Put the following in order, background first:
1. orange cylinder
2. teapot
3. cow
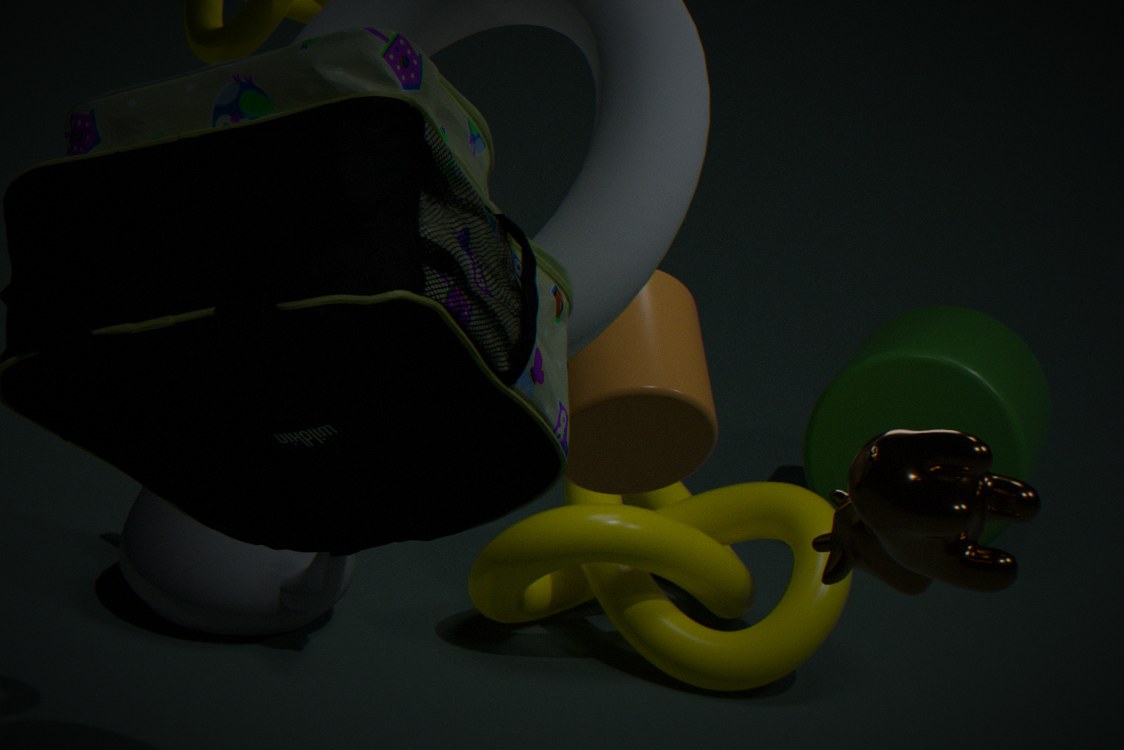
teapot
orange cylinder
cow
